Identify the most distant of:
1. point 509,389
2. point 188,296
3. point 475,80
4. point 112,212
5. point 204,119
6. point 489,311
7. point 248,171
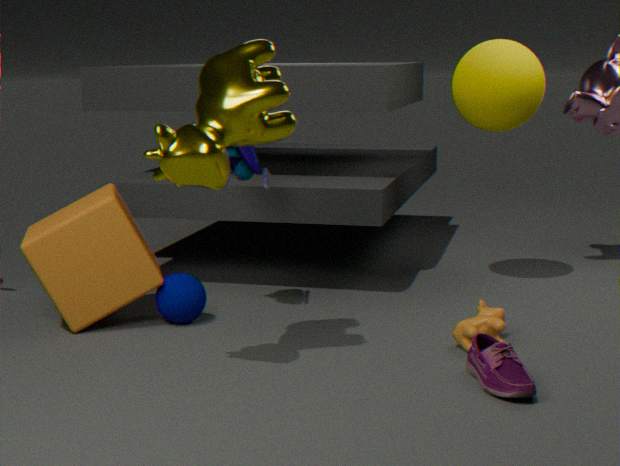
point 475,80
